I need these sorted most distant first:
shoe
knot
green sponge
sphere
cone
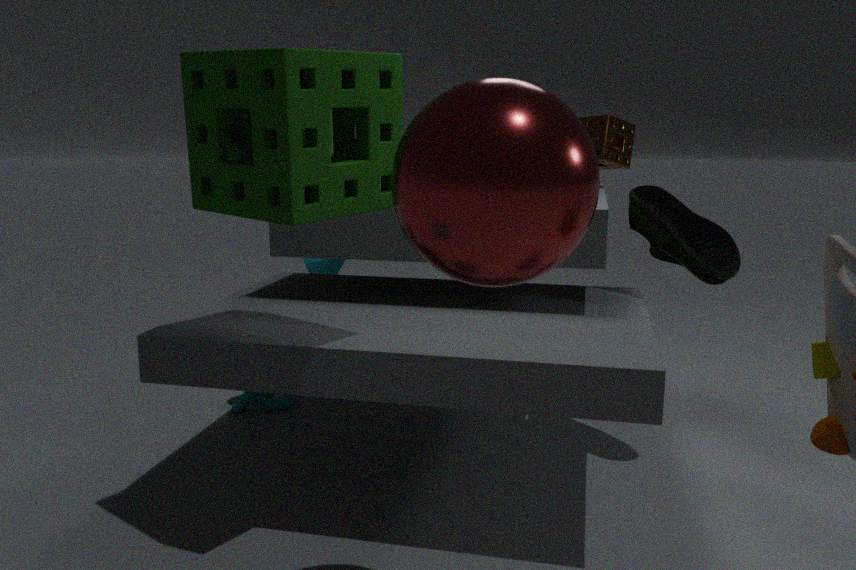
cone
knot
shoe
green sponge
sphere
